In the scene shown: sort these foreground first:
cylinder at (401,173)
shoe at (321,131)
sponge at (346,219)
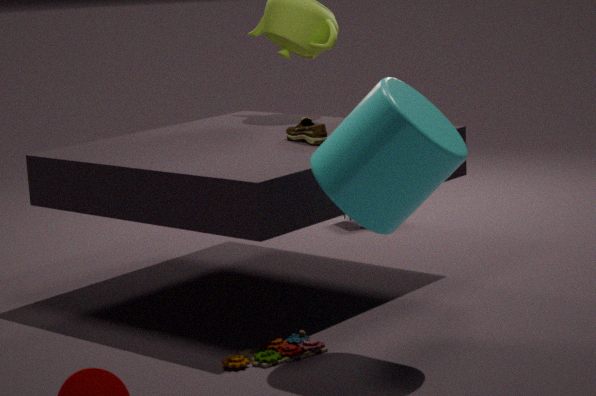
cylinder at (401,173) < shoe at (321,131) < sponge at (346,219)
